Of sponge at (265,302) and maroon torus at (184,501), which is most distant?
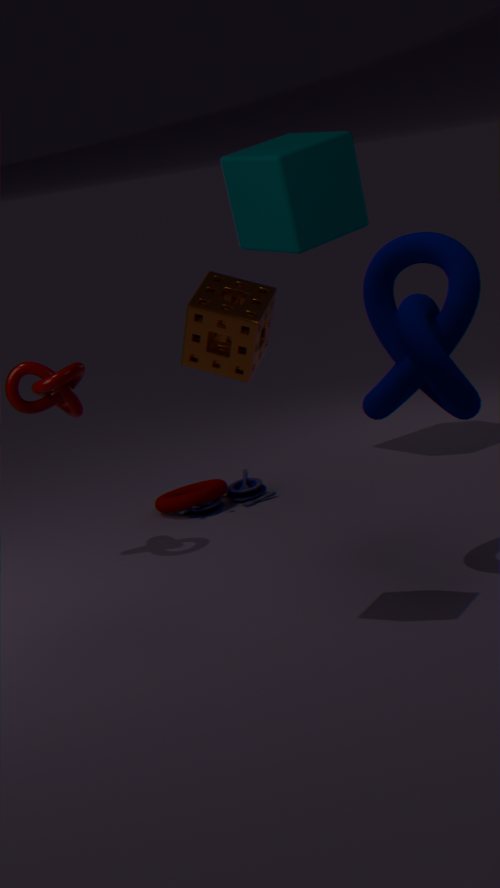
maroon torus at (184,501)
